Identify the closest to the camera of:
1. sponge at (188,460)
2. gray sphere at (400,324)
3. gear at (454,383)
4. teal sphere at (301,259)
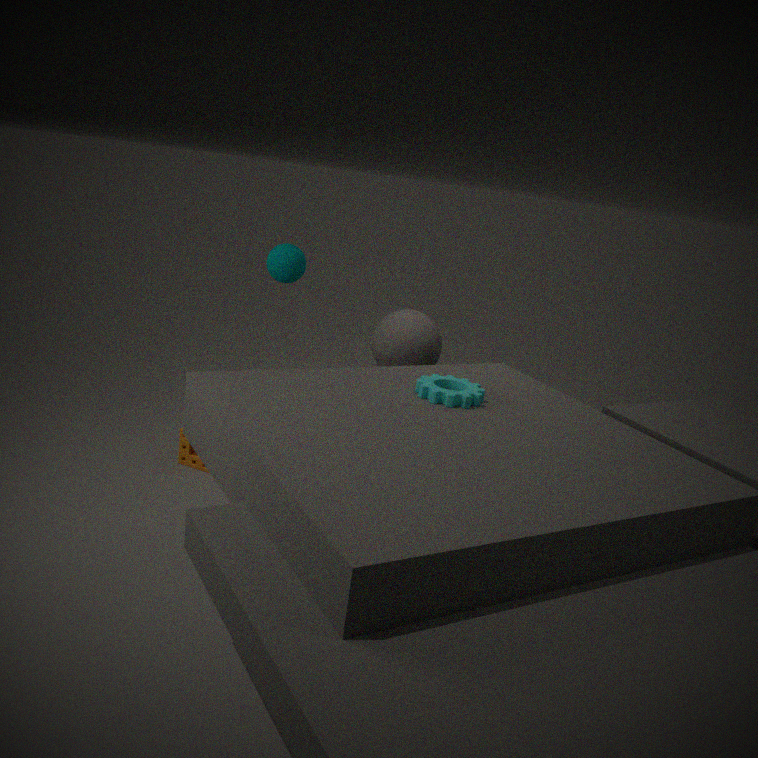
gear at (454,383)
